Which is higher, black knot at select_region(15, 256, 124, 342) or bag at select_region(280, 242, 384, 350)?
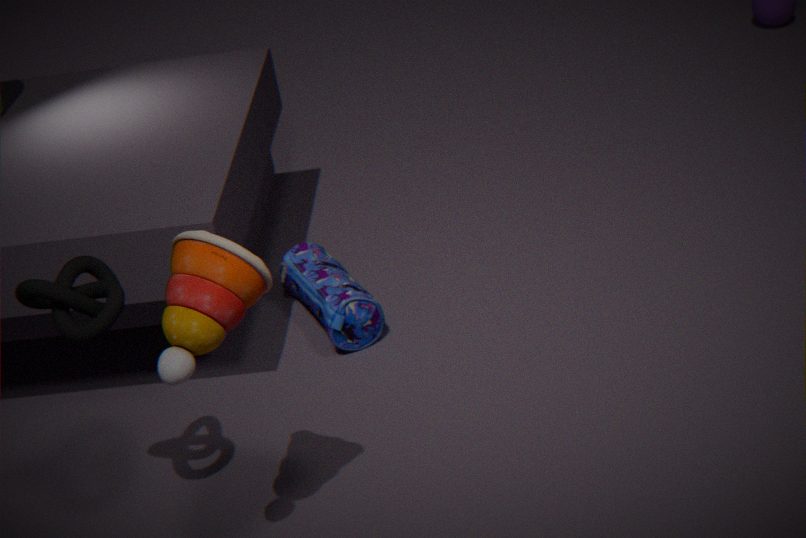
black knot at select_region(15, 256, 124, 342)
